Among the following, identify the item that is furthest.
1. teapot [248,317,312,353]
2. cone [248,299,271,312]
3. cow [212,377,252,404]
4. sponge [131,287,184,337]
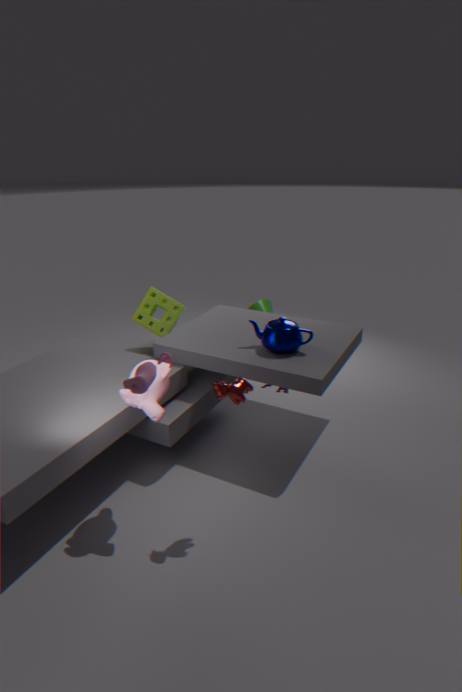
cone [248,299,271,312]
